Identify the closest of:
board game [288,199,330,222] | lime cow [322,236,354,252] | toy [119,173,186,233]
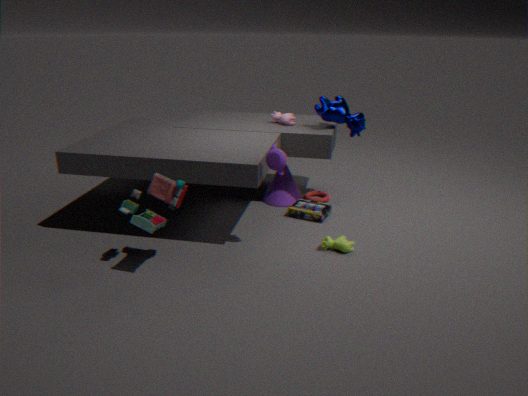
toy [119,173,186,233]
